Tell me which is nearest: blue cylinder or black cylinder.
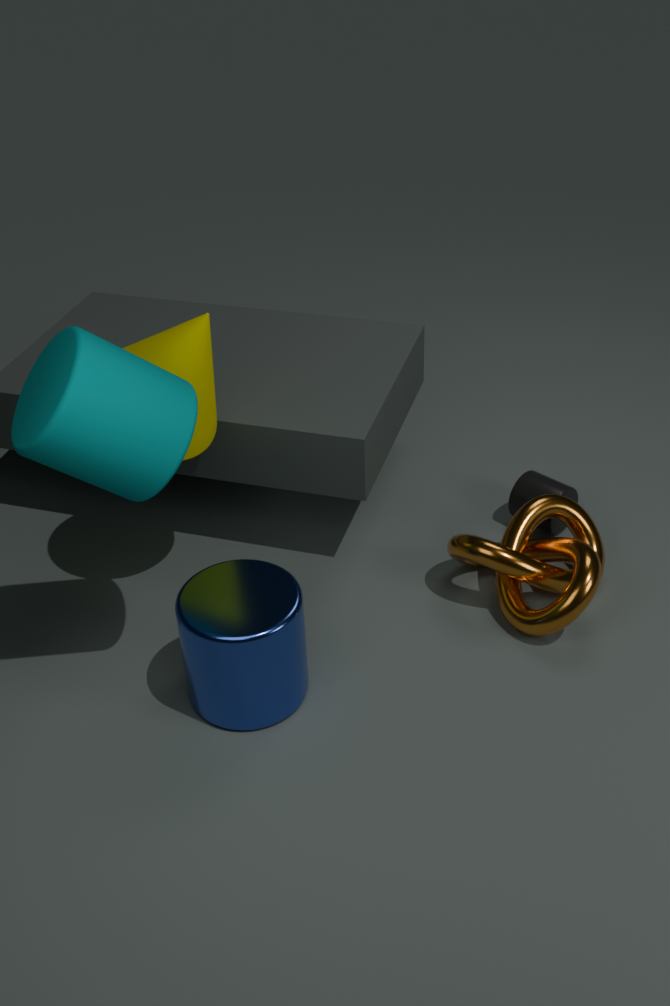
blue cylinder
